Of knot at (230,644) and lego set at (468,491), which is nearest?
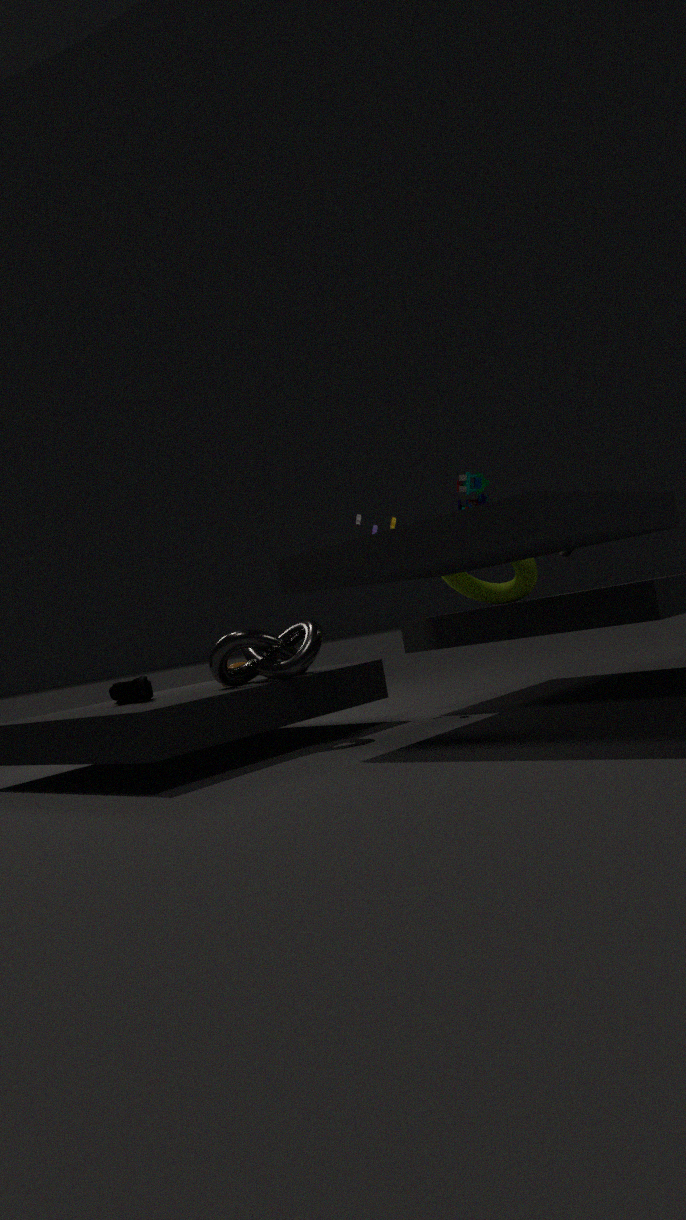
knot at (230,644)
